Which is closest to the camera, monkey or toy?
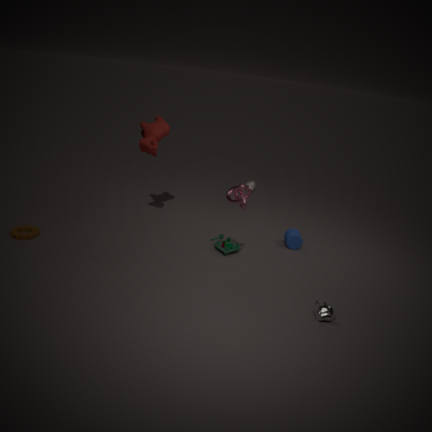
monkey
